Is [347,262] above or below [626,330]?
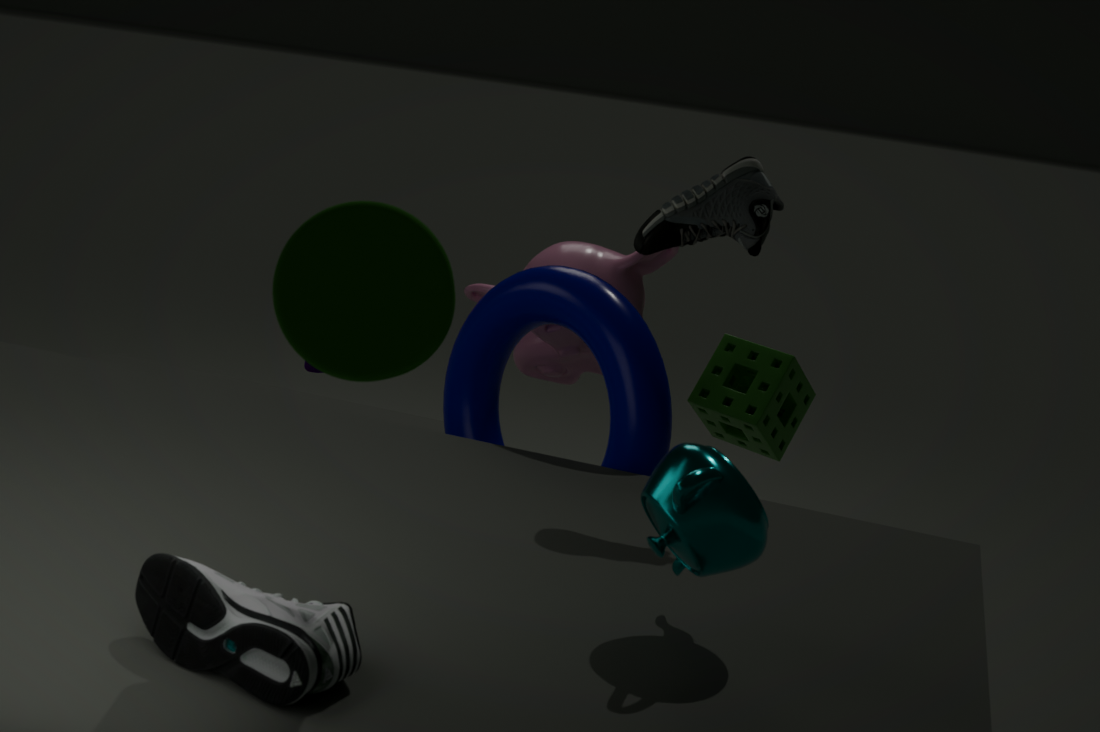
above
